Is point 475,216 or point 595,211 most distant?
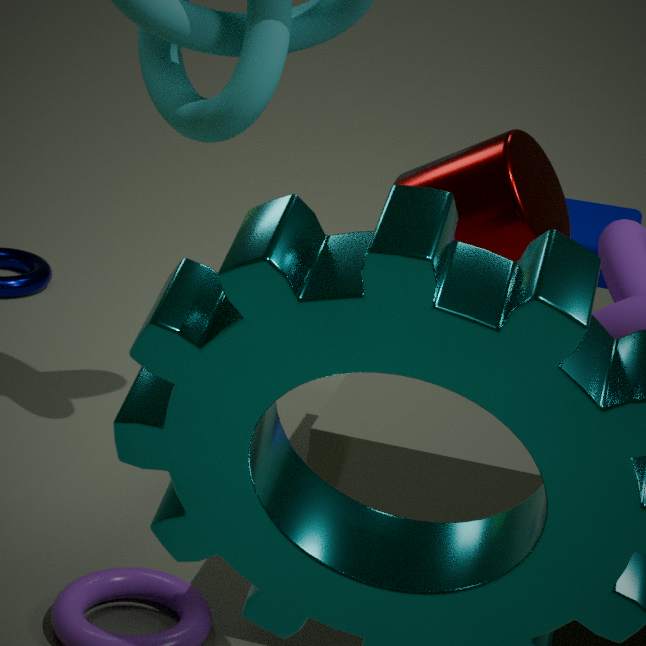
point 595,211
